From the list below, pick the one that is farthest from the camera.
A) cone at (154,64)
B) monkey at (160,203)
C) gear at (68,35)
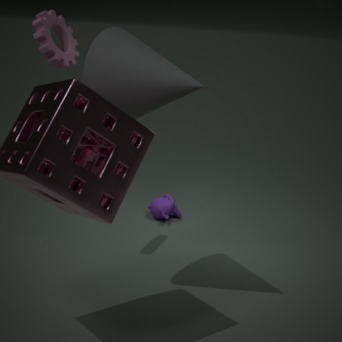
monkey at (160,203)
